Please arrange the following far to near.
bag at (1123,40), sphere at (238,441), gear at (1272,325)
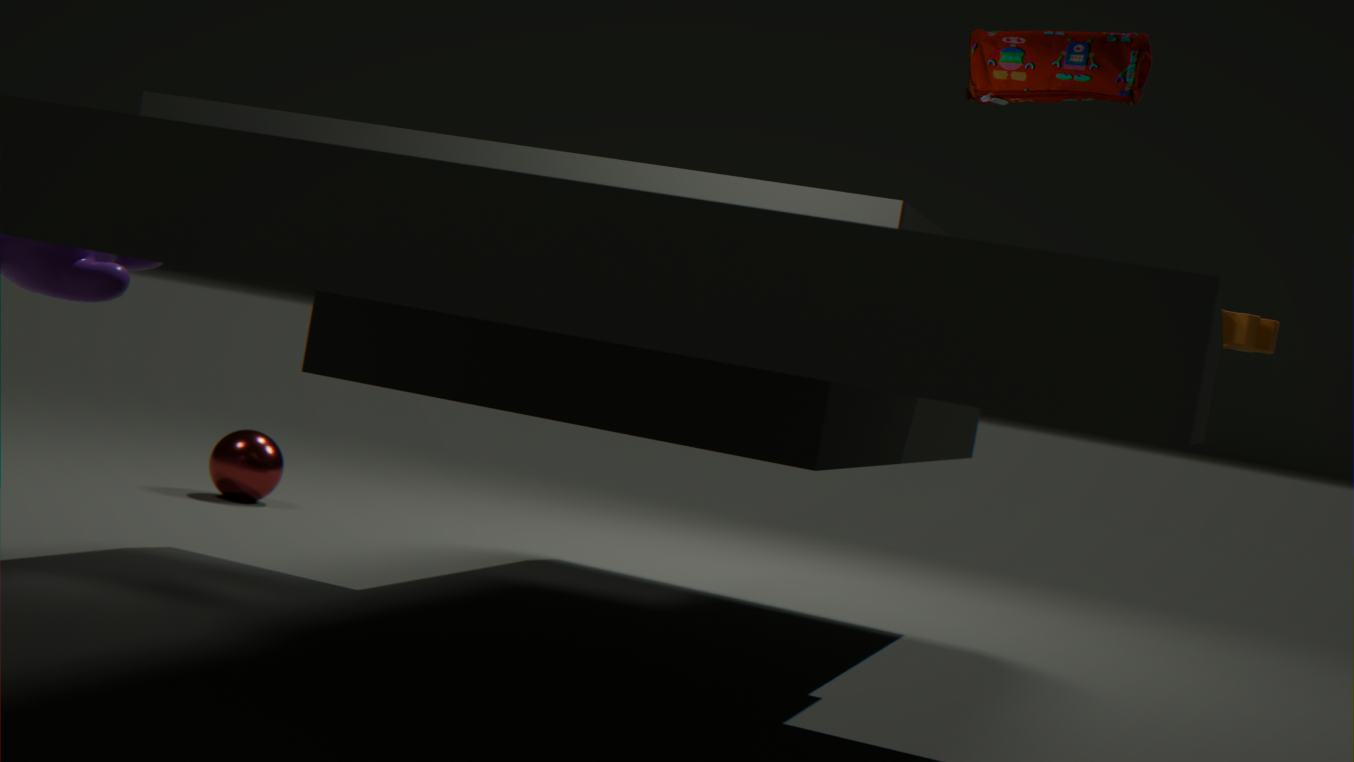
sphere at (238,441) → gear at (1272,325) → bag at (1123,40)
